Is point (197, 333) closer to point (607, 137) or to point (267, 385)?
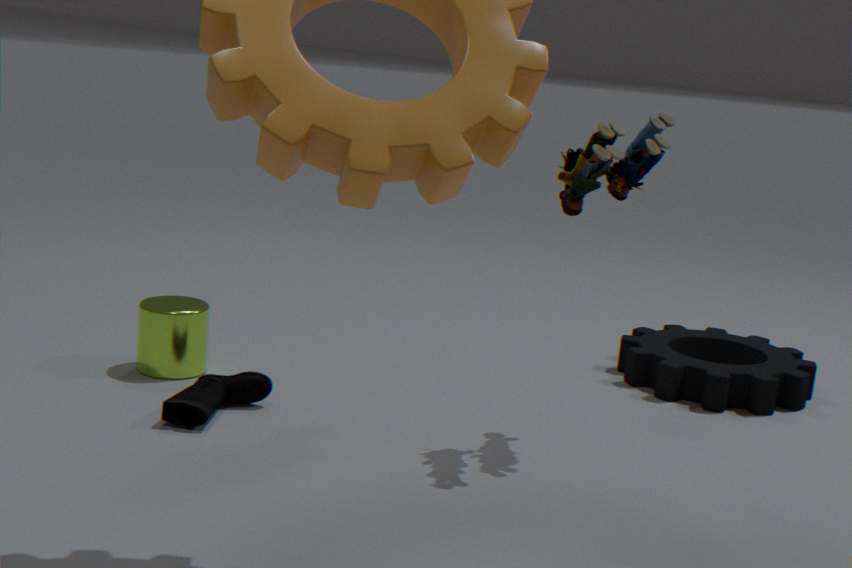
point (267, 385)
